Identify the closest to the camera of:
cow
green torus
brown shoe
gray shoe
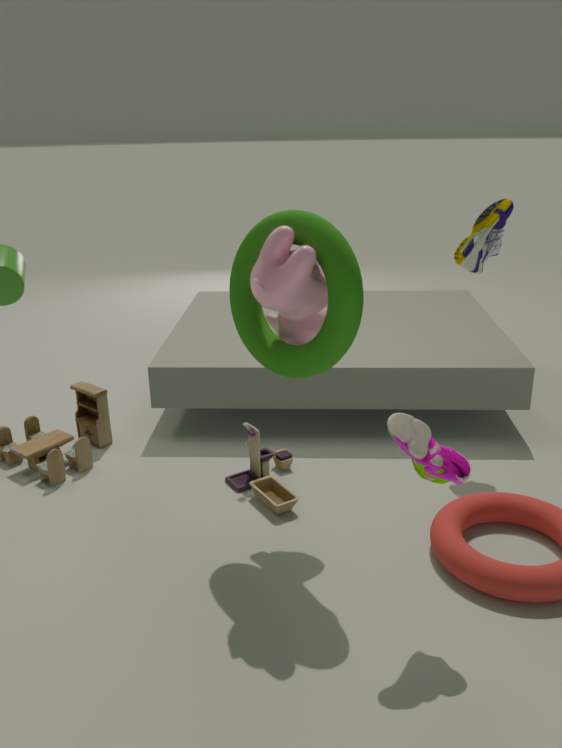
A: gray shoe
